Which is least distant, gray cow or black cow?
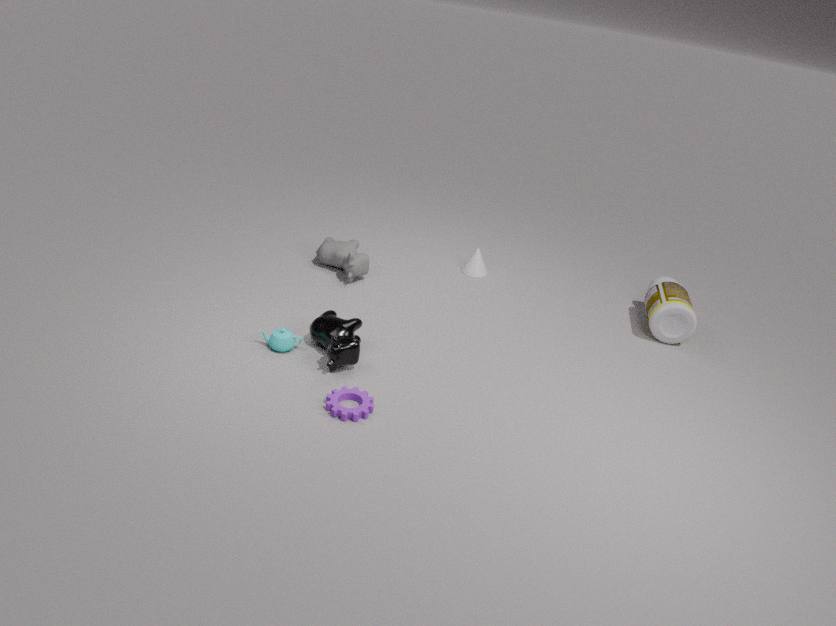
black cow
